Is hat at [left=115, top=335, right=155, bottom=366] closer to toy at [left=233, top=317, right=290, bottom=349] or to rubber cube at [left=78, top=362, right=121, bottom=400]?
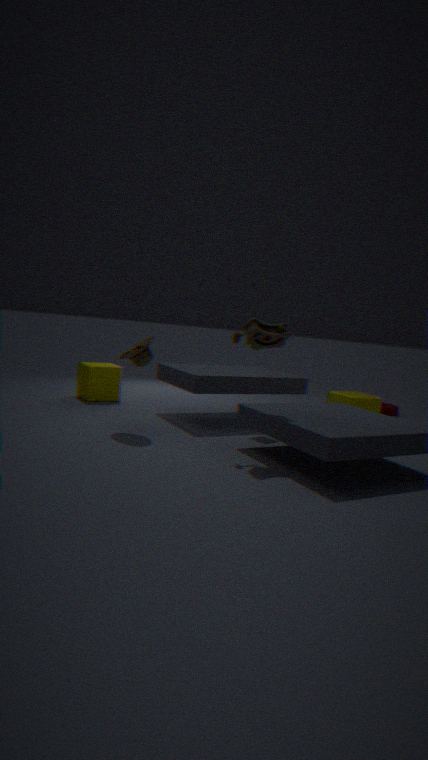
toy at [left=233, top=317, right=290, bottom=349]
